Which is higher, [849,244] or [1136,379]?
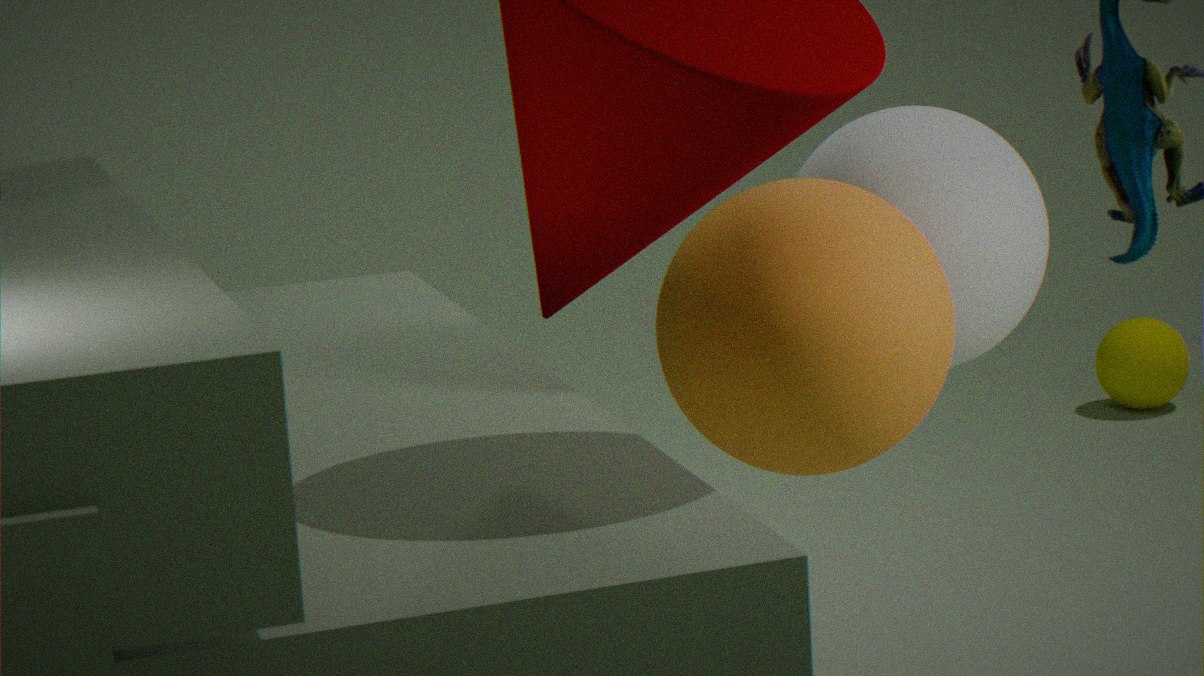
[849,244]
